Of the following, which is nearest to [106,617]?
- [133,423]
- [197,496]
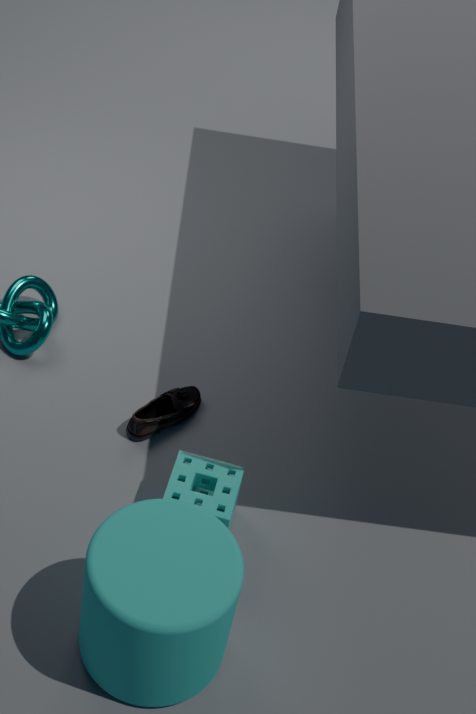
Result: [197,496]
